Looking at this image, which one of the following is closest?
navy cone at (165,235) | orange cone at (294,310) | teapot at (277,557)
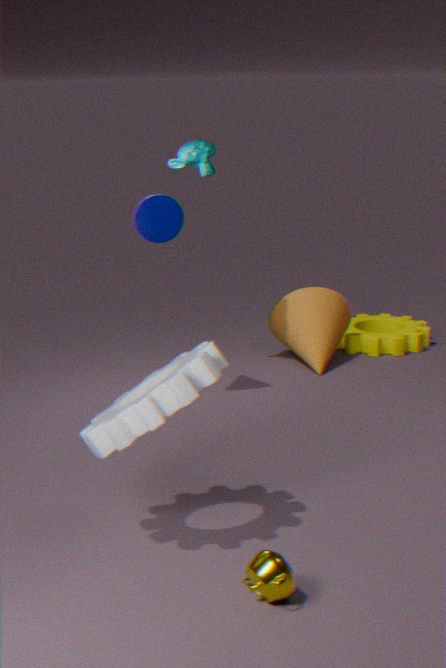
teapot at (277,557)
